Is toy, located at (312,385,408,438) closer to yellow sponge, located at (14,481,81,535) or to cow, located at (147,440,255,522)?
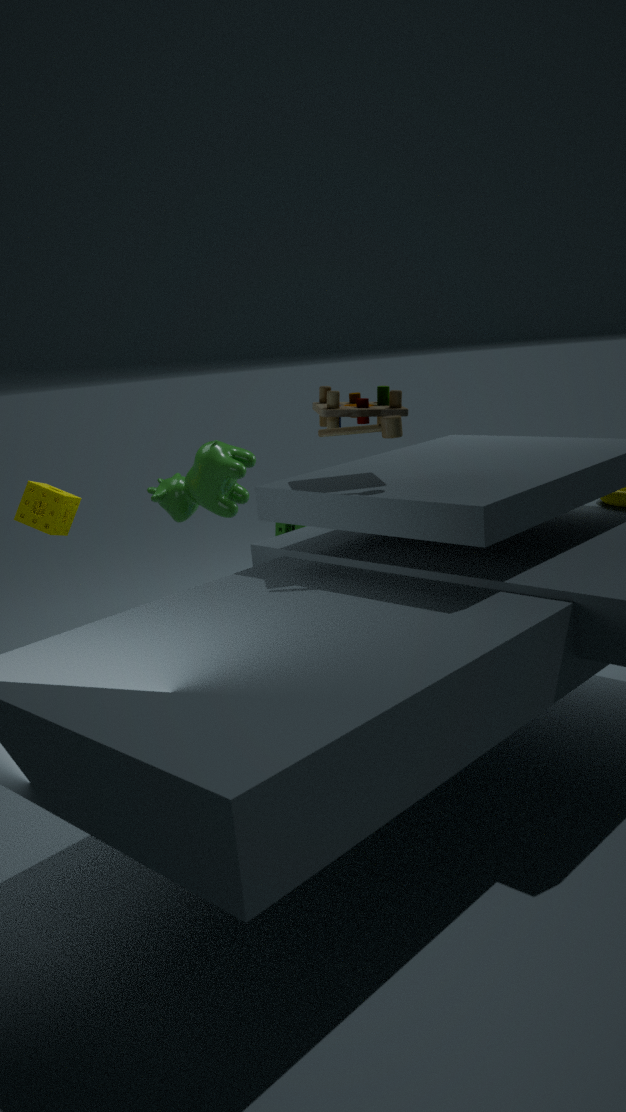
cow, located at (147,440,255,522)
